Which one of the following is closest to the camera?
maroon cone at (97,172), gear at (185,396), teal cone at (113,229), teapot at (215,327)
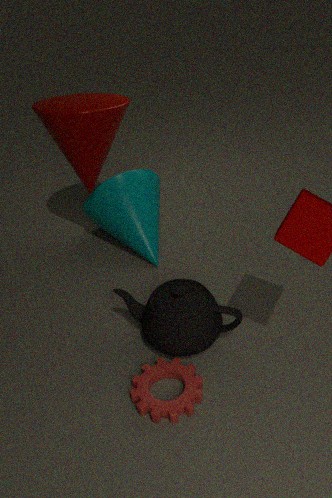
gear at (185,396)
